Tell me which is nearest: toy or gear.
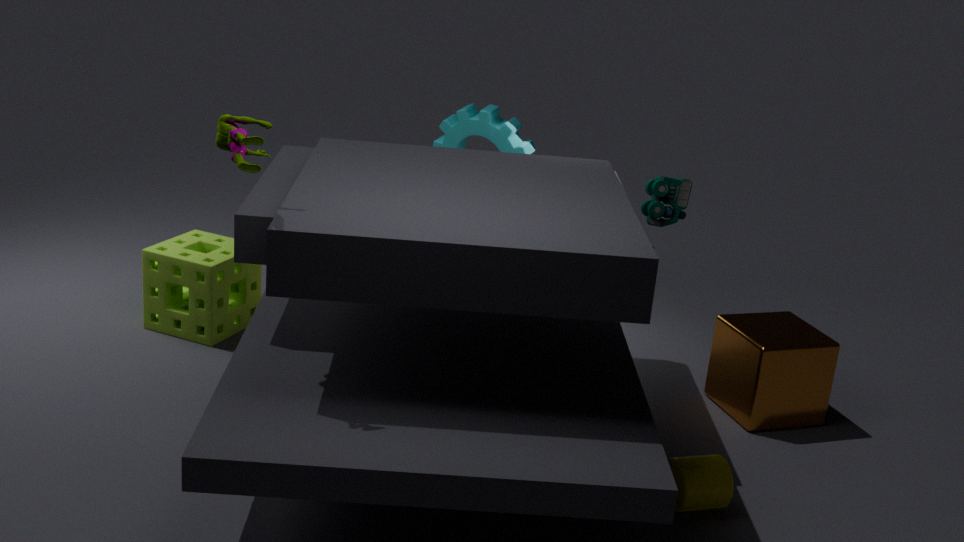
toy
